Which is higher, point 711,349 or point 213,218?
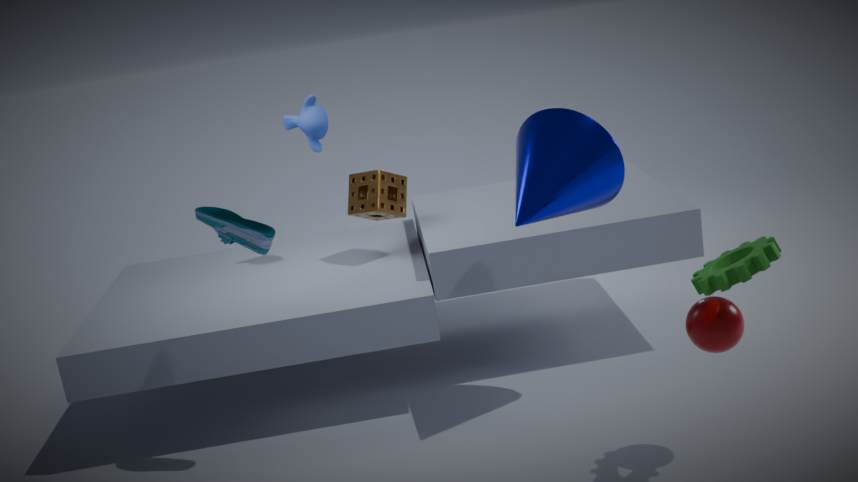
point 213,218
